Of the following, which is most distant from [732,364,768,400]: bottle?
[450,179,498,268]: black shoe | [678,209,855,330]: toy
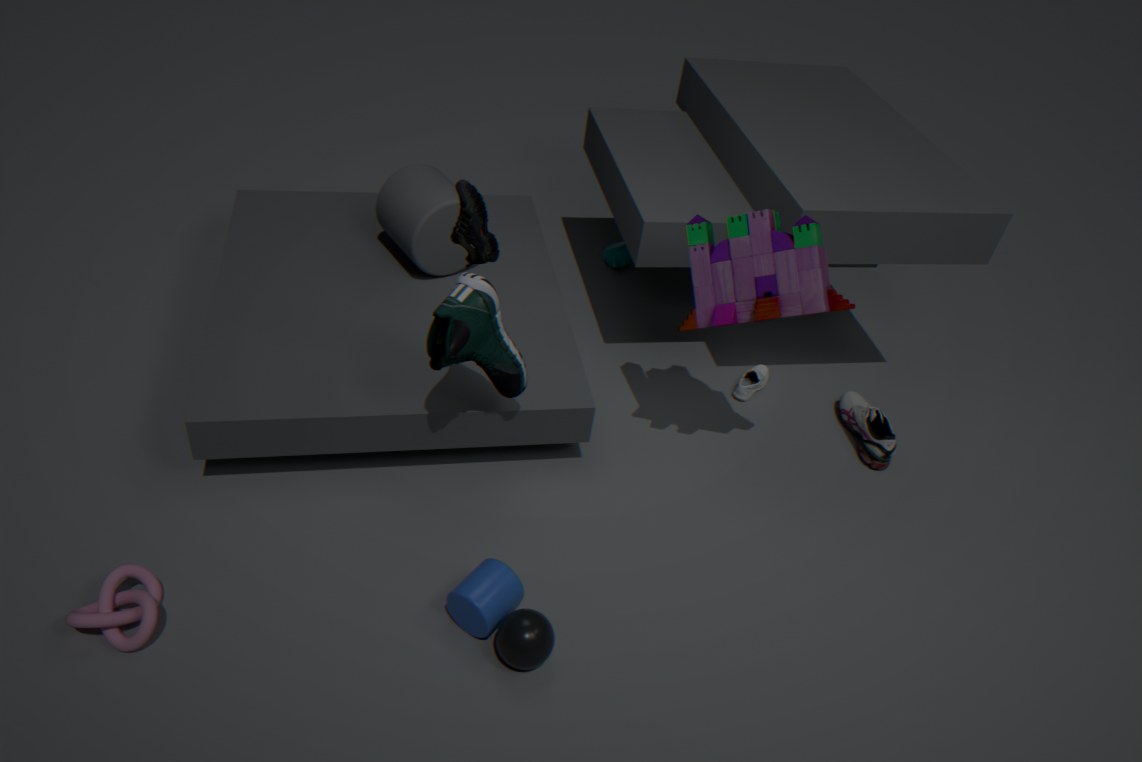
[450,179,498,268]: black shoe
